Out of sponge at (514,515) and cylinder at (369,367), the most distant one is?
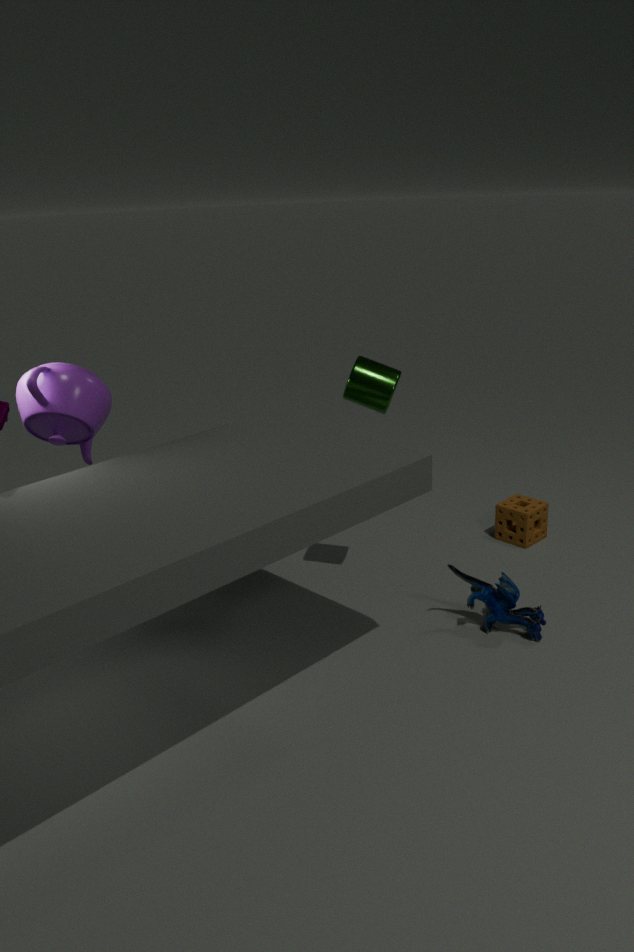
sponge at (514,515)
